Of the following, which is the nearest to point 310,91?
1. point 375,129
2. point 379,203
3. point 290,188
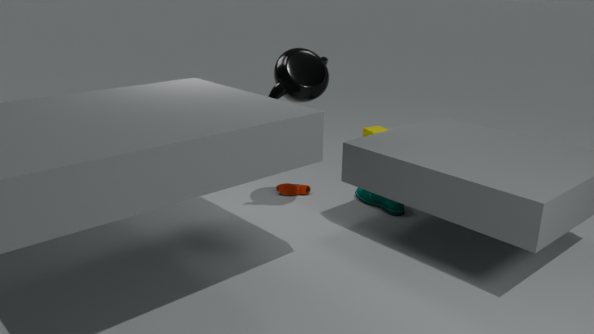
point 290,188
